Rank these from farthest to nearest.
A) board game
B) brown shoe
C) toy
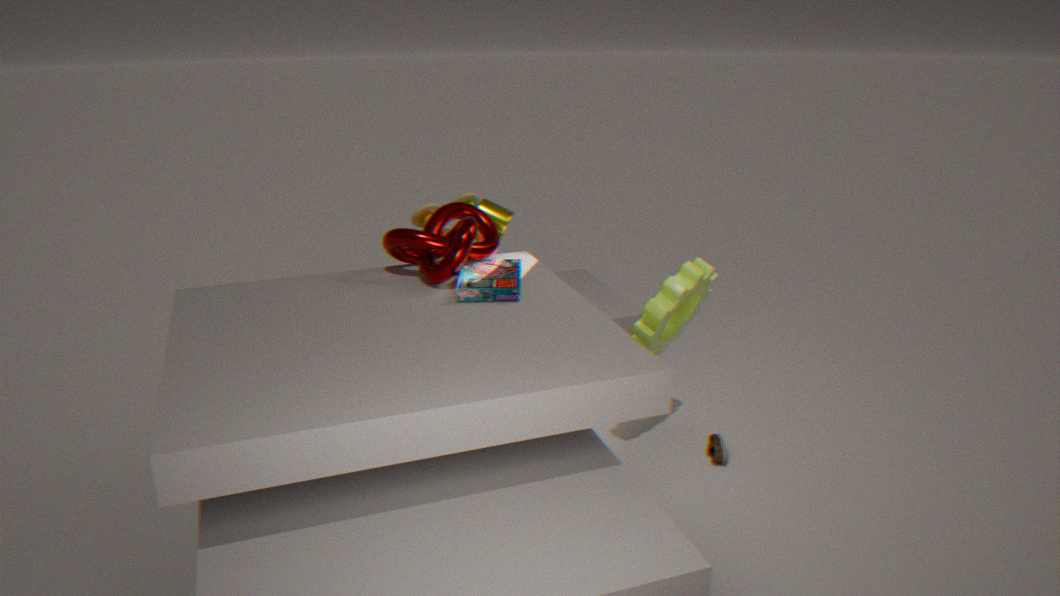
toy → brown shoe → board game
